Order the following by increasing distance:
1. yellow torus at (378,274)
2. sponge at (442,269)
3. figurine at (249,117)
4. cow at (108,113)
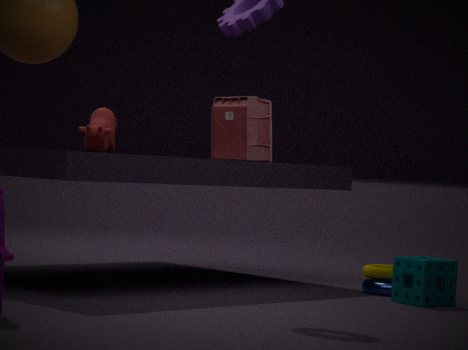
cow at (108,113) → sponge at (442,269) → figurine at (249,117) → yellow torus at (378,274)
